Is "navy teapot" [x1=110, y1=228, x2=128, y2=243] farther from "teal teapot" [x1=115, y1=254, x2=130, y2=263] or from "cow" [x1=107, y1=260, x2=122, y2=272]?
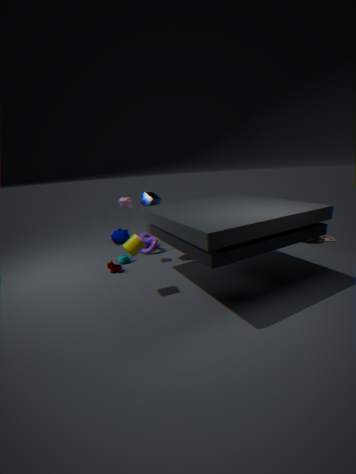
"cow" [x1=107, y1=260, x2=122, y2=272]
